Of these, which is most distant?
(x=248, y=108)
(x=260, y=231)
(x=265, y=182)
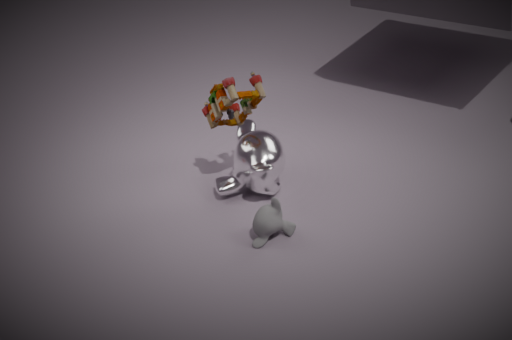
(x=248, y=108)
